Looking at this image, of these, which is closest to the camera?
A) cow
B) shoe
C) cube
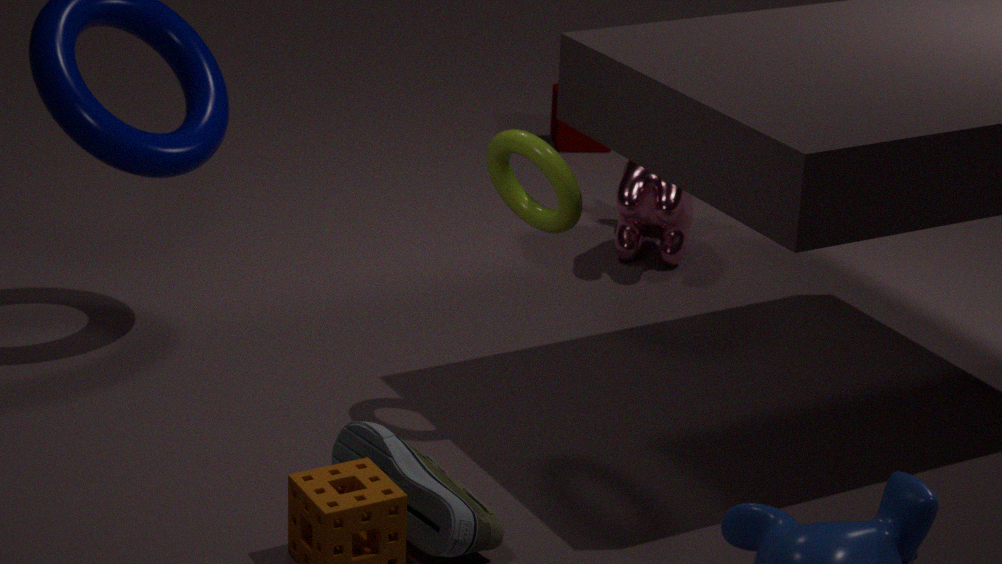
shoe
